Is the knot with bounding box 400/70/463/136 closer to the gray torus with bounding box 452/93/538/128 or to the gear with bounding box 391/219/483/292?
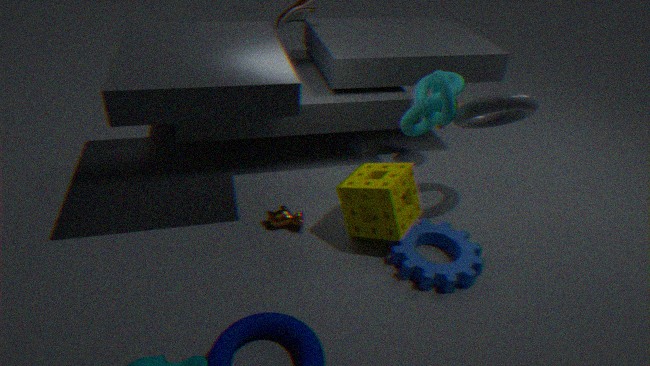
the gray torus with bounding box 452/93/538/128
